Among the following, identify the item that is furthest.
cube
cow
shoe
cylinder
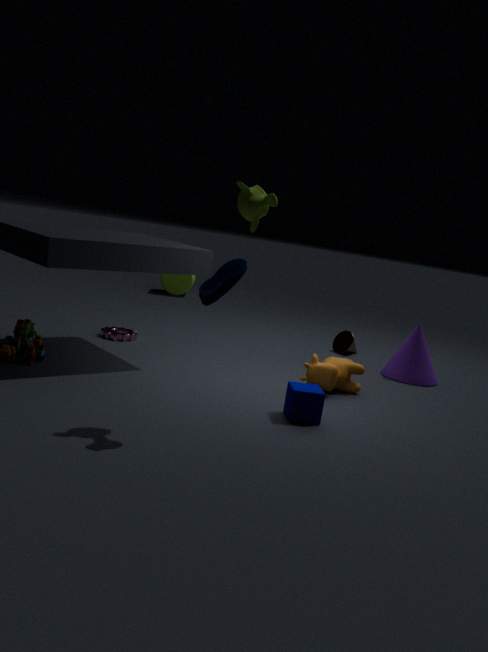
cylinder
